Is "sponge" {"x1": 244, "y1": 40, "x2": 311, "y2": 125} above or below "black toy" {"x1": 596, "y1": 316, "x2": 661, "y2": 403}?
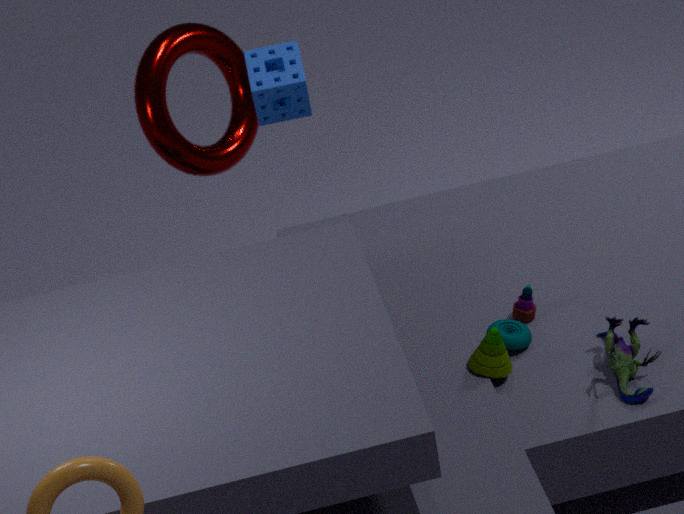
above
